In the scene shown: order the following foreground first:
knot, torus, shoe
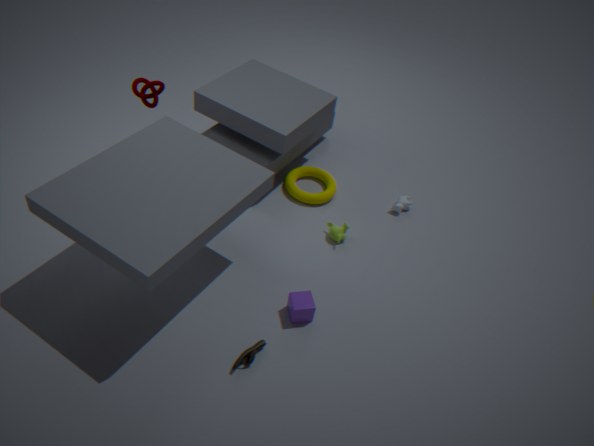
1. shoe
2. knot
3. torus
